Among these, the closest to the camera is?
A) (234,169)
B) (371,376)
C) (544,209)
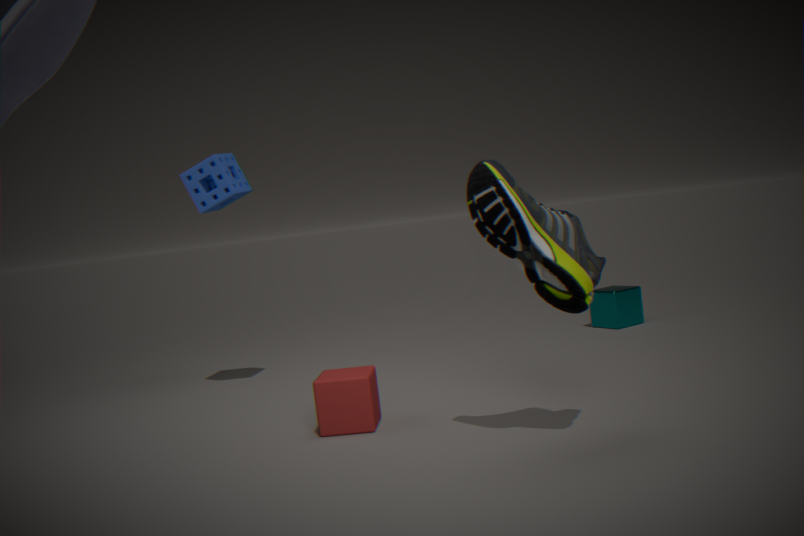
(544,209)
